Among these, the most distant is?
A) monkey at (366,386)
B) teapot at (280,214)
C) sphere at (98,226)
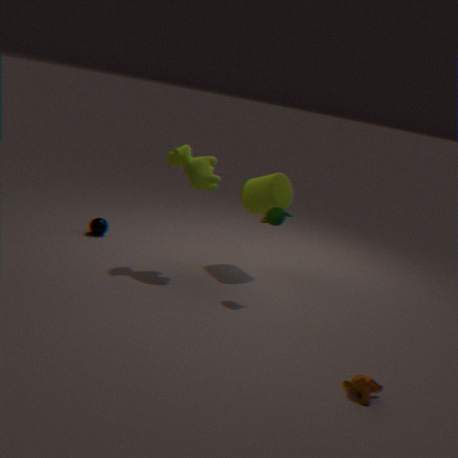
C. sphere at (98,226)
